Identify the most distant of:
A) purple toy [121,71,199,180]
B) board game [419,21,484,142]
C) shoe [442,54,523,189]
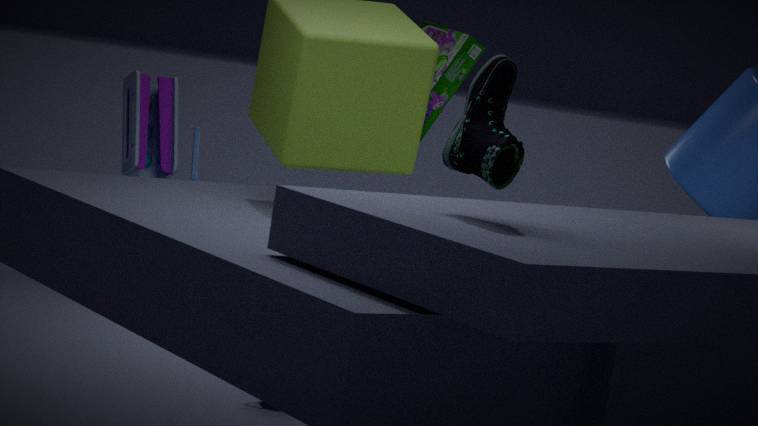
board game [419,21,484,142]
